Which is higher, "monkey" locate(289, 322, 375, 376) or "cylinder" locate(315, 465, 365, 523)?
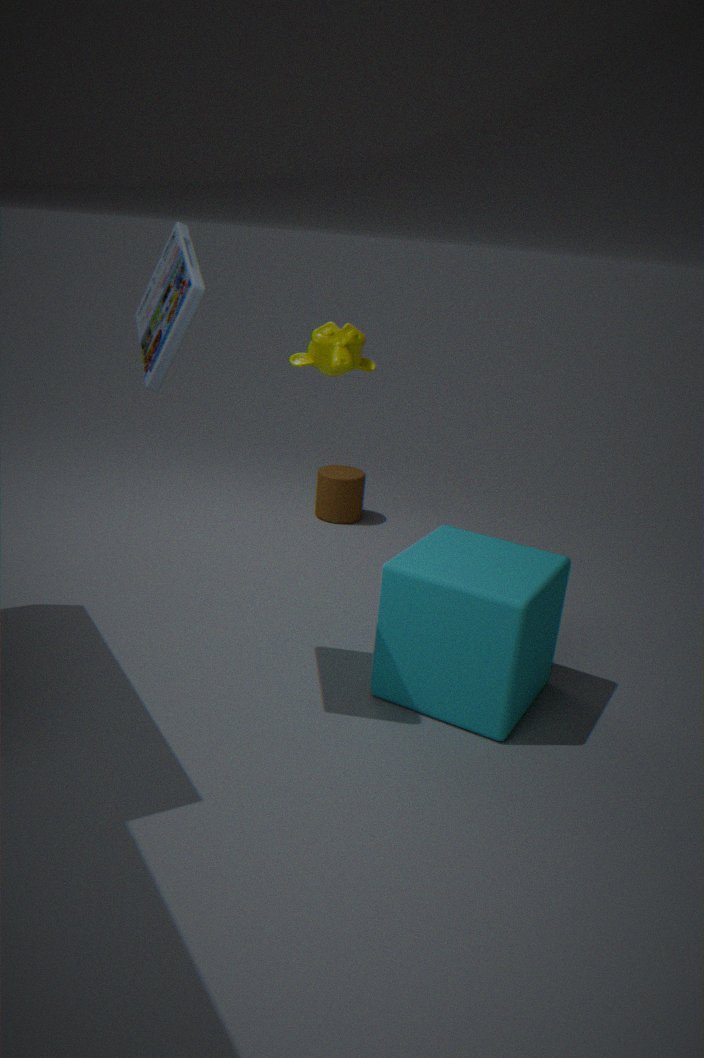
"monkey" locate(289, 322, 375, 376)
